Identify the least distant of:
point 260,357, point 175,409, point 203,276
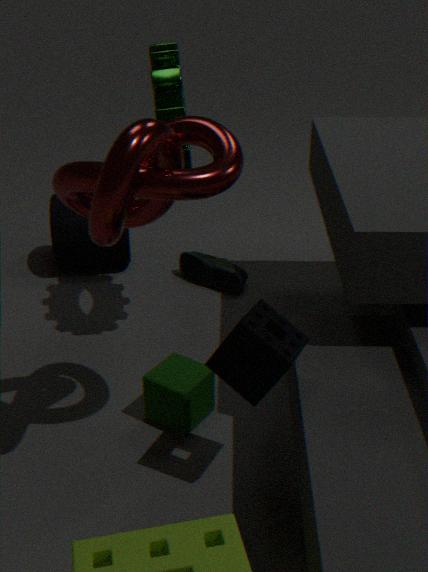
point 260,357
